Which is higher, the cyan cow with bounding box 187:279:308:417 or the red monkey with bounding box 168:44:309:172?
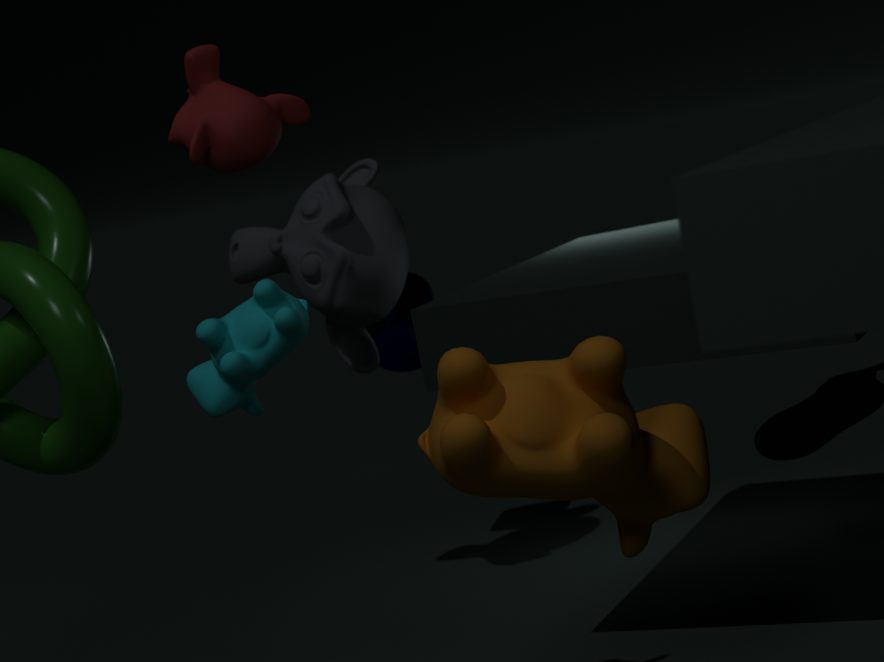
the red monkey with bounding box 168:44:309:172
